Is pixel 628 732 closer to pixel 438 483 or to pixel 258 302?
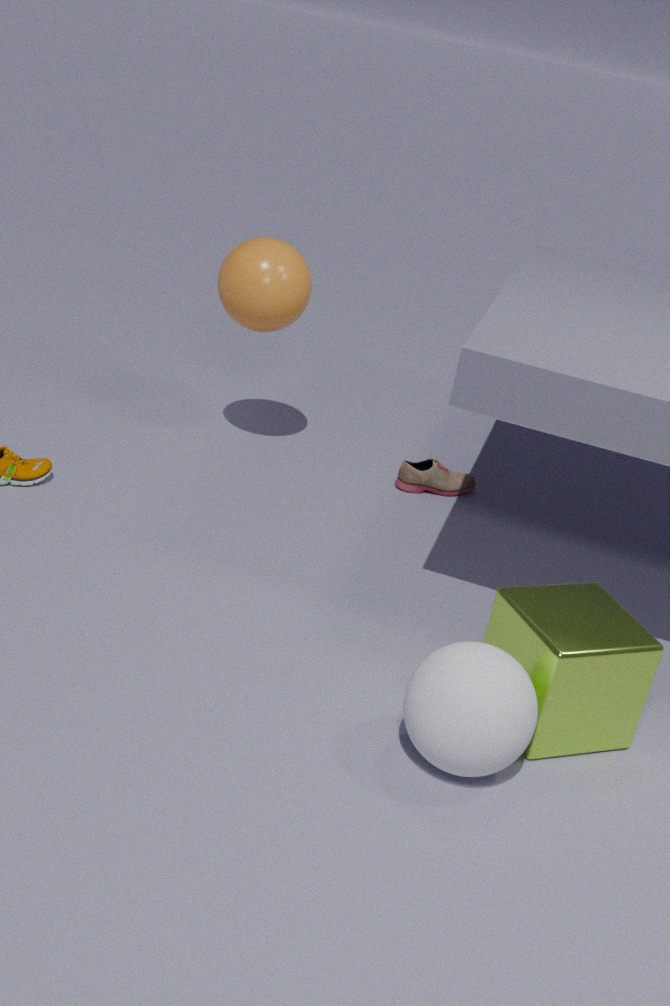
pixel 438 483
